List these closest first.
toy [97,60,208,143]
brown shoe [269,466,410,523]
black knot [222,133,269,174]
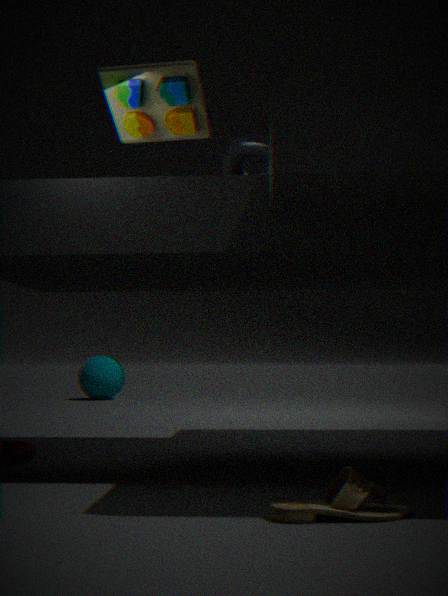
brown shoe [269,466,410,523] → toy [97,60,208,143] → black knot [222,133,269,174]
